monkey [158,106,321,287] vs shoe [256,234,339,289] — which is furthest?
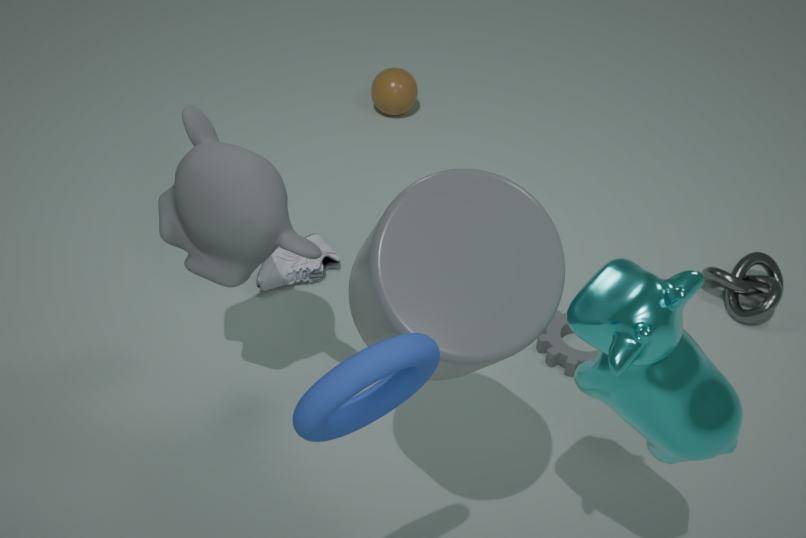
shoe [256,234,339,289]
